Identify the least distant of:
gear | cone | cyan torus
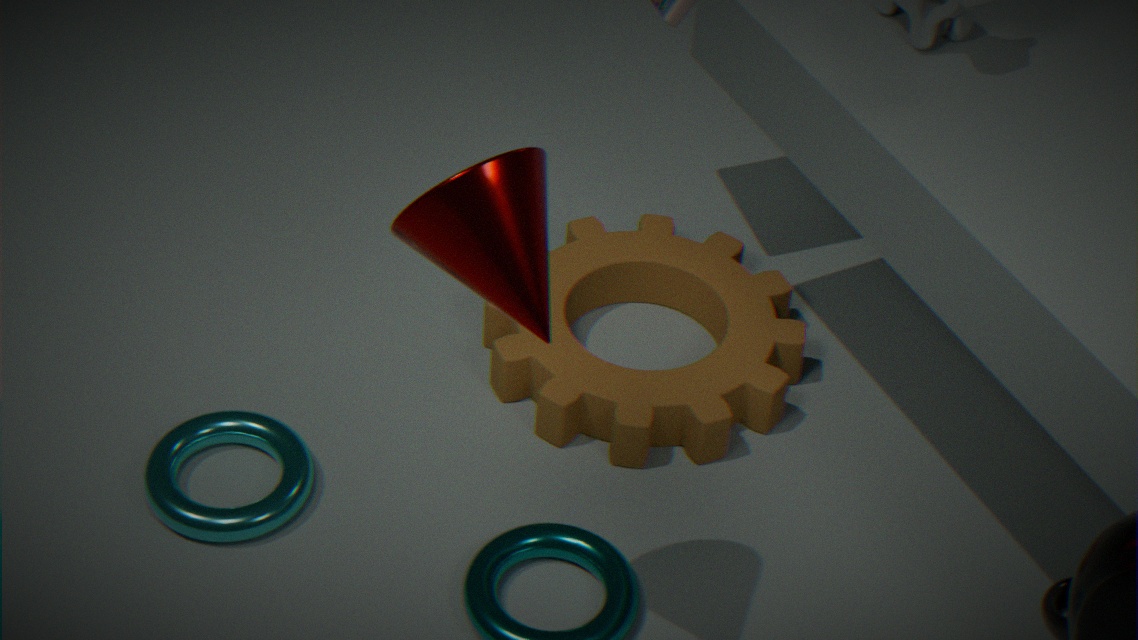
cone
